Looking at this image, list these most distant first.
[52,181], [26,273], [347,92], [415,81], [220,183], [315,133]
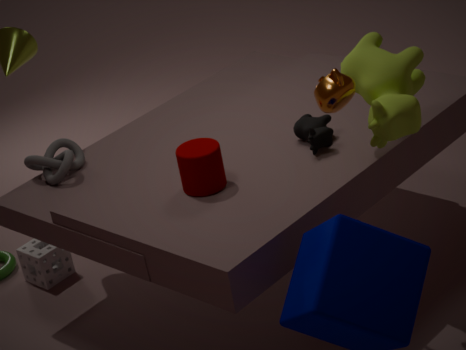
[26,273], [52,181], [315,133], [220,183], [415,81], [347,92]
